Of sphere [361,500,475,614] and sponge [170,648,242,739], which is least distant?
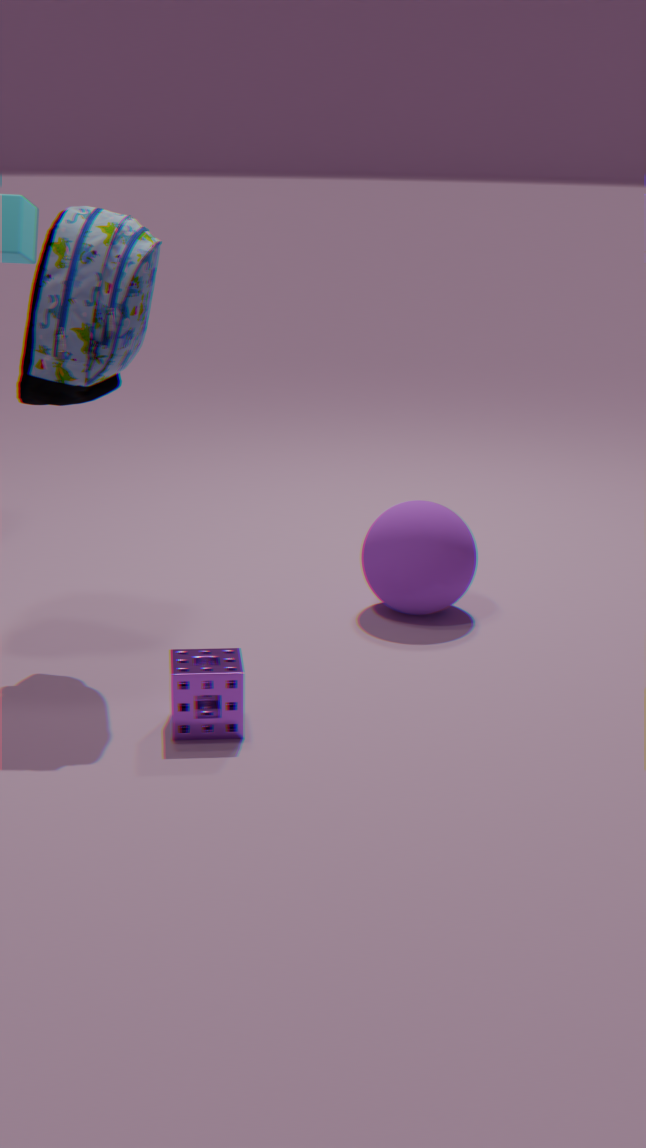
sponge [170,648,242,739]
